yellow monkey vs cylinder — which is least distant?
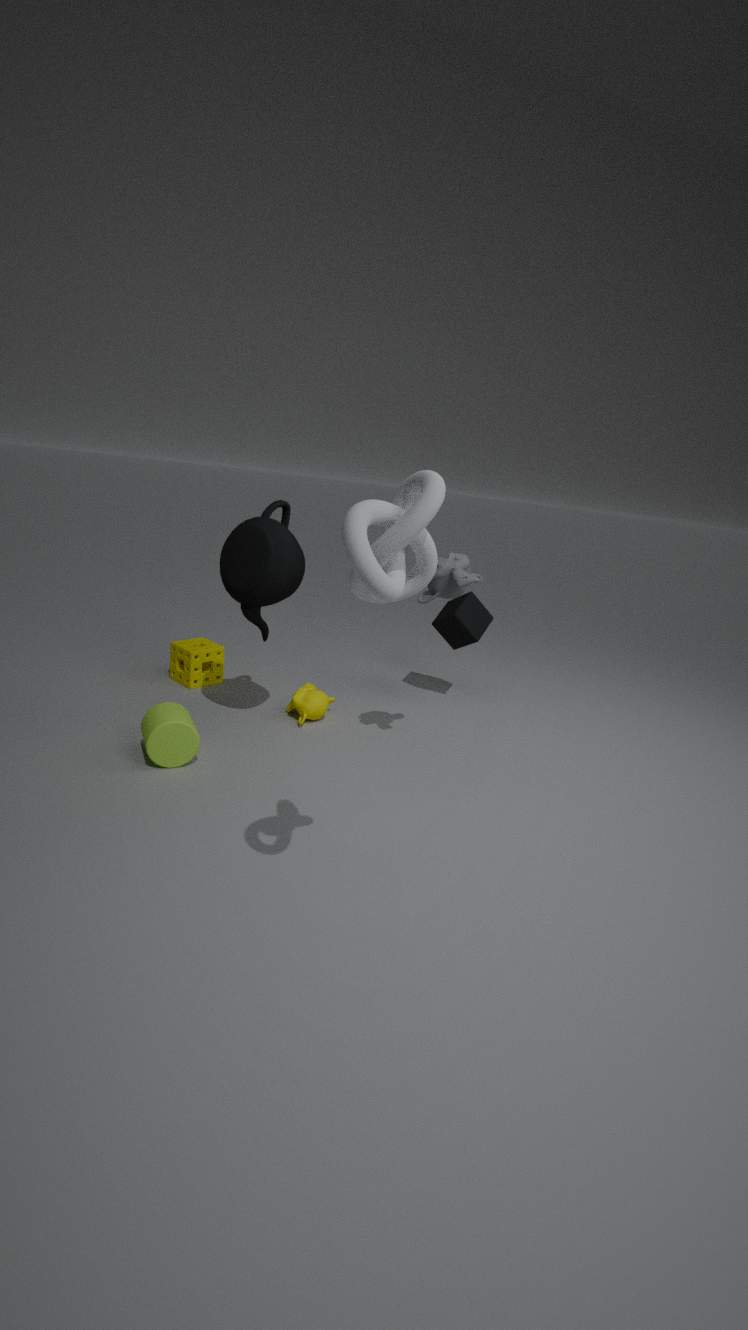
cylinder
